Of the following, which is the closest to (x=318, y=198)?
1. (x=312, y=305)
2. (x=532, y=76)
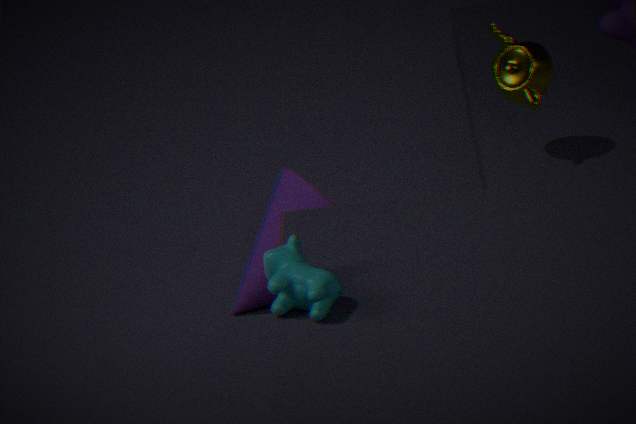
(x=532, y=76)
